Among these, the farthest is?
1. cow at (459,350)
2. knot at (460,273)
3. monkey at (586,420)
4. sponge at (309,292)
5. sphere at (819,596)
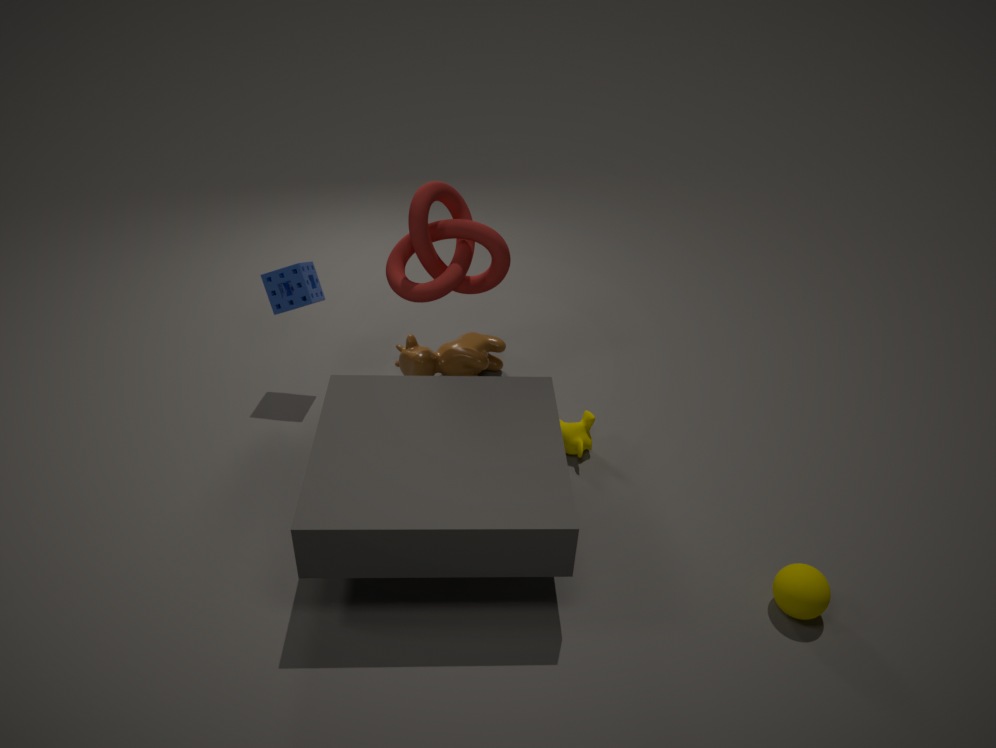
cow at (459,350)
